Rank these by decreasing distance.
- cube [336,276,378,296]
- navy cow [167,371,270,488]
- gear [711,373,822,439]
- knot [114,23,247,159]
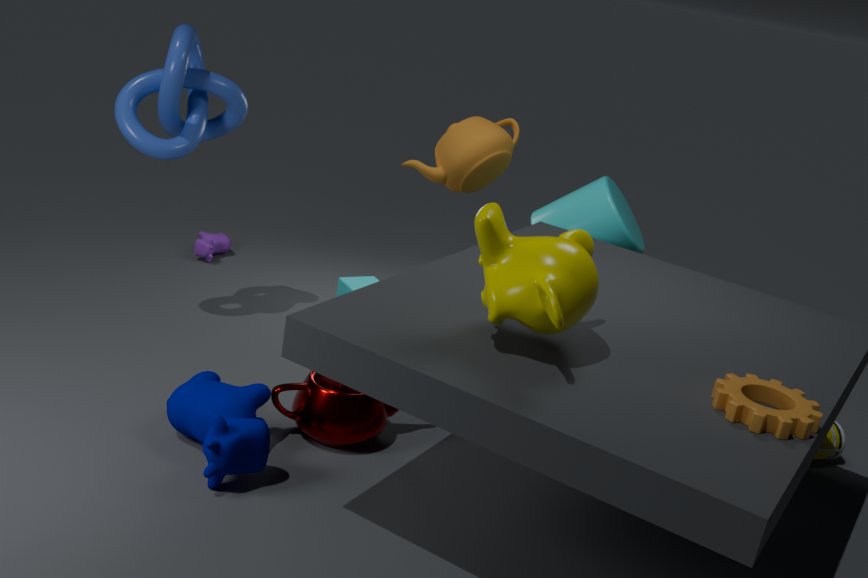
1. cube [336,276,378,296]
2. knot [114,23,247,159]
3. navy cow [167,371,270,488]
4. gear [711,373,822,439]
